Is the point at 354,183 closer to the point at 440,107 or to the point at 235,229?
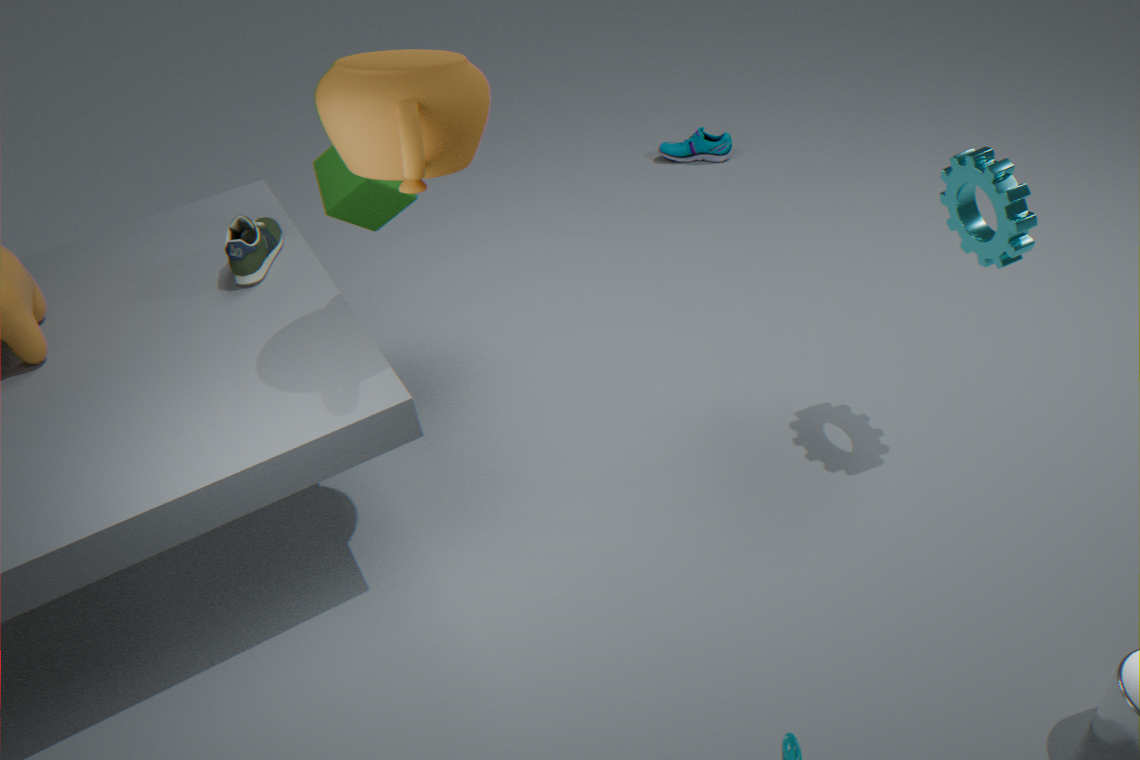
the point at 235,229
